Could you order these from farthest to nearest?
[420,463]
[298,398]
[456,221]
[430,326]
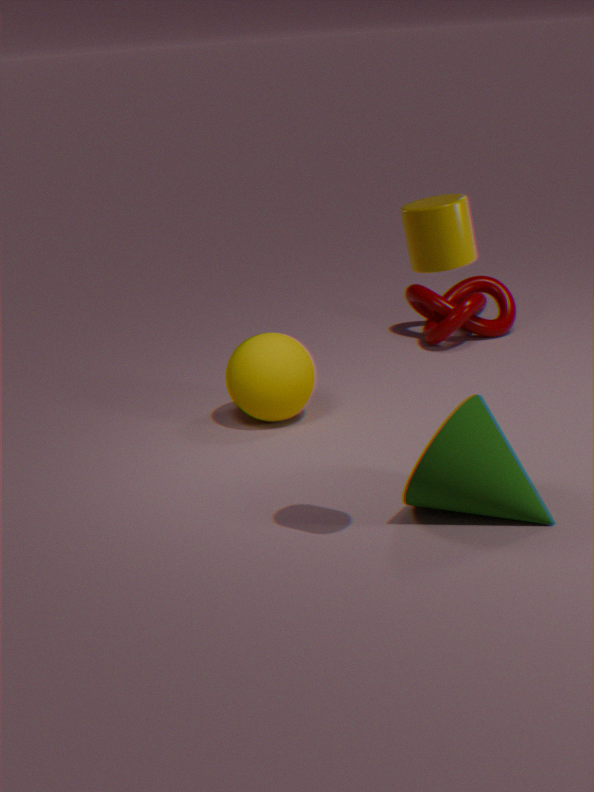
[430,326] < [298,398] < [420,463] < [456,221]
